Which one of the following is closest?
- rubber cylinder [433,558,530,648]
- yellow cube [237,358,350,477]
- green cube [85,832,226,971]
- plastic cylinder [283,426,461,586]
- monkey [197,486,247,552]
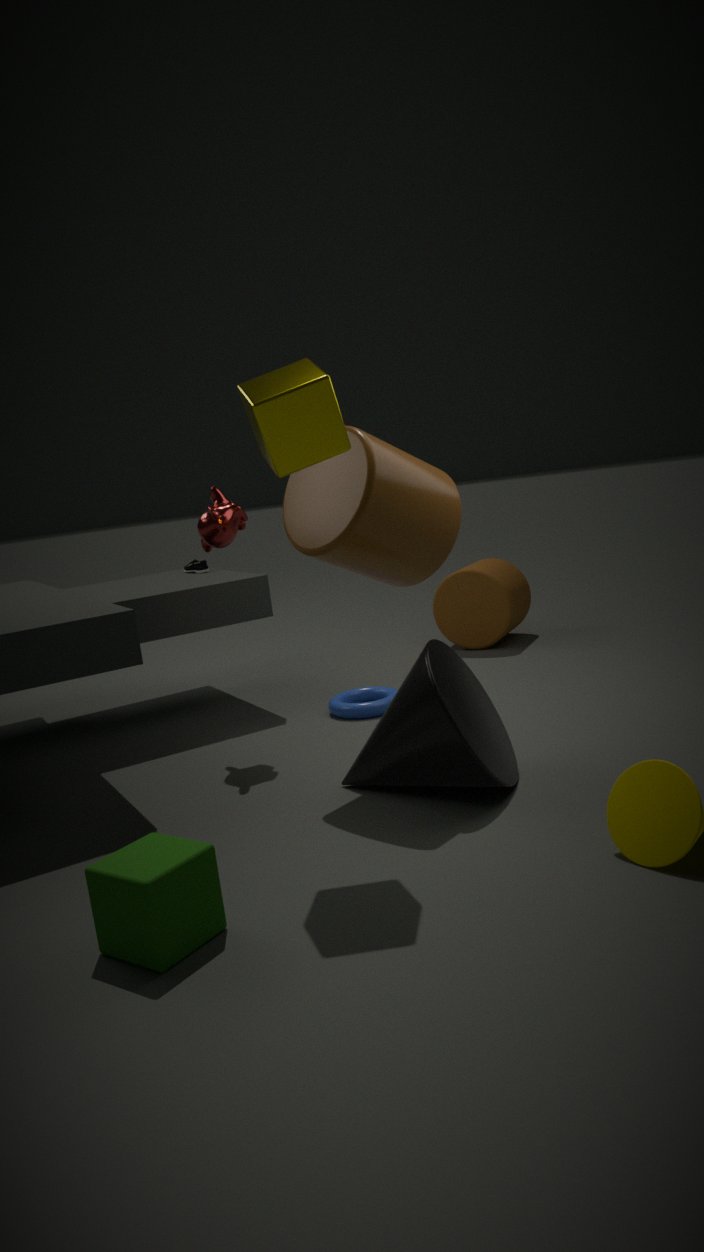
green cube [85,832,226,971]
